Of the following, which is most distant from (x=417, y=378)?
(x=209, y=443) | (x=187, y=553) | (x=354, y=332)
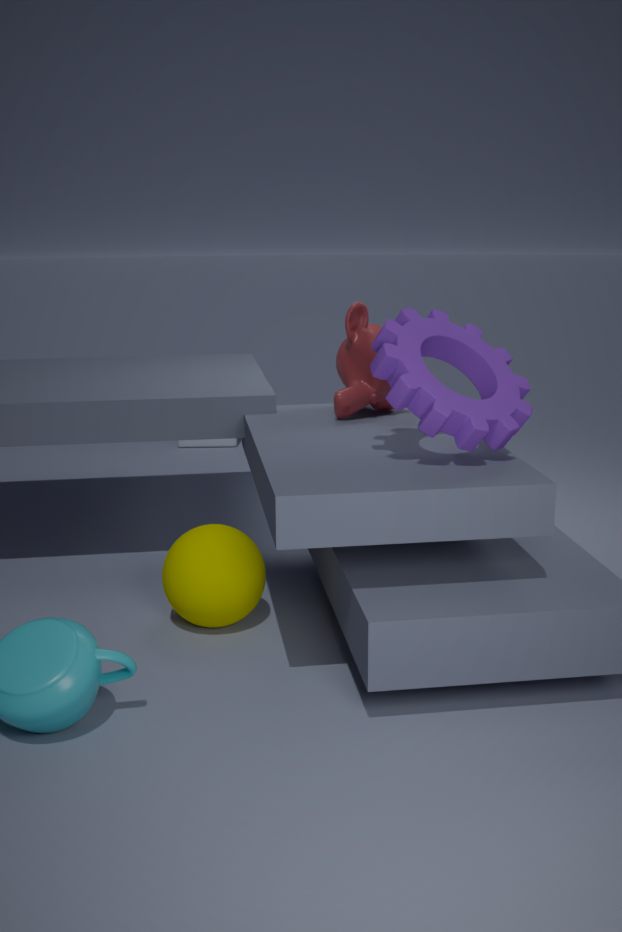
(x=209, y=443)
